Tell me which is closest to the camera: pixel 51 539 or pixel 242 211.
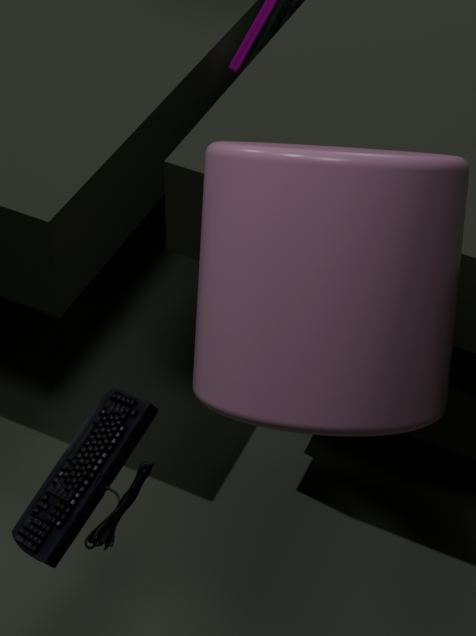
pixel 242 211
